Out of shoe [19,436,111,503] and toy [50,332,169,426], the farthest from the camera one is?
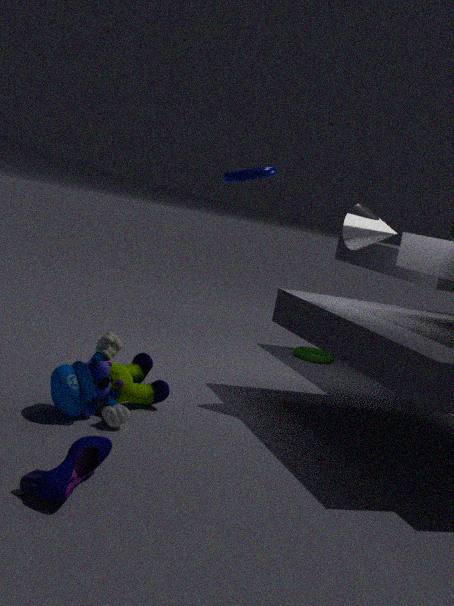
toy [50,332,169,426]
